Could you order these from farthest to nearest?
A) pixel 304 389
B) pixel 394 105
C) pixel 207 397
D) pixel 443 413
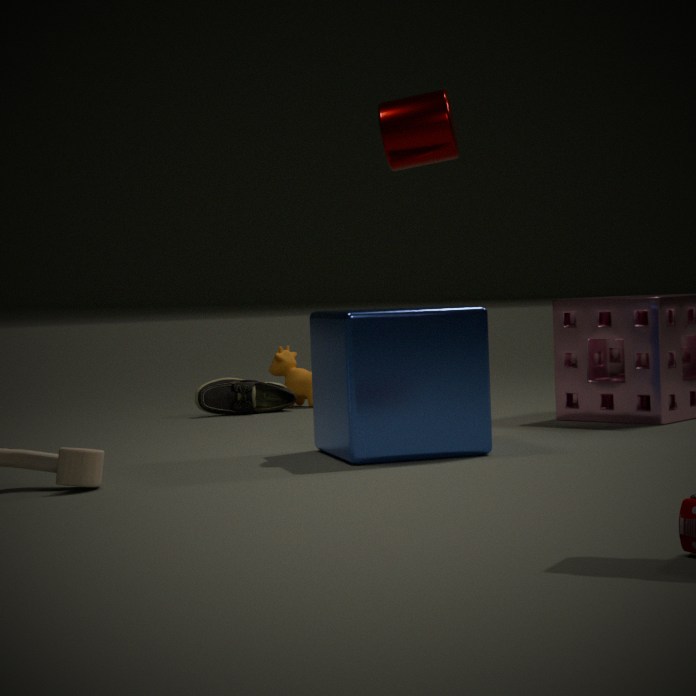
pixel 304 389 → pixel 207 397 → pixel 394 105 → pixel 443 413
